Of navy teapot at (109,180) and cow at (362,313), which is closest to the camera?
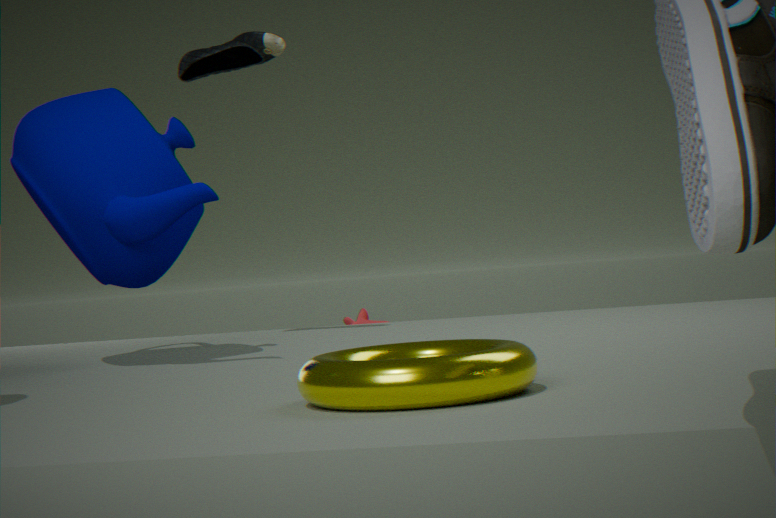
navy teapot at (109,180)
